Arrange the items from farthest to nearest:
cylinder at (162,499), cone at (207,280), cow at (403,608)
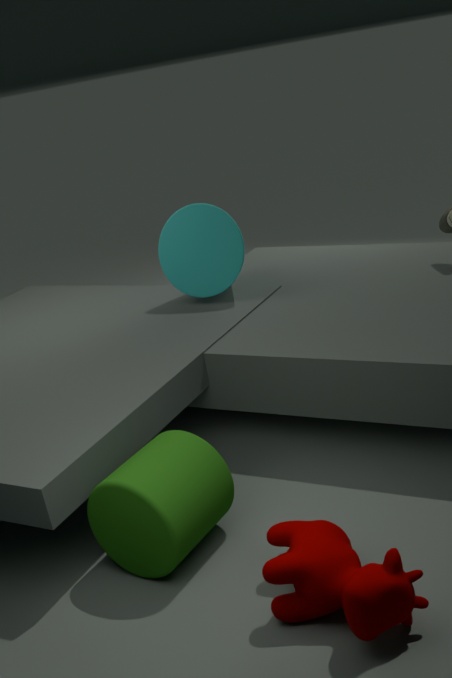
cone at (207,280) < cylinder at (162,499) < cow at (403,608)
